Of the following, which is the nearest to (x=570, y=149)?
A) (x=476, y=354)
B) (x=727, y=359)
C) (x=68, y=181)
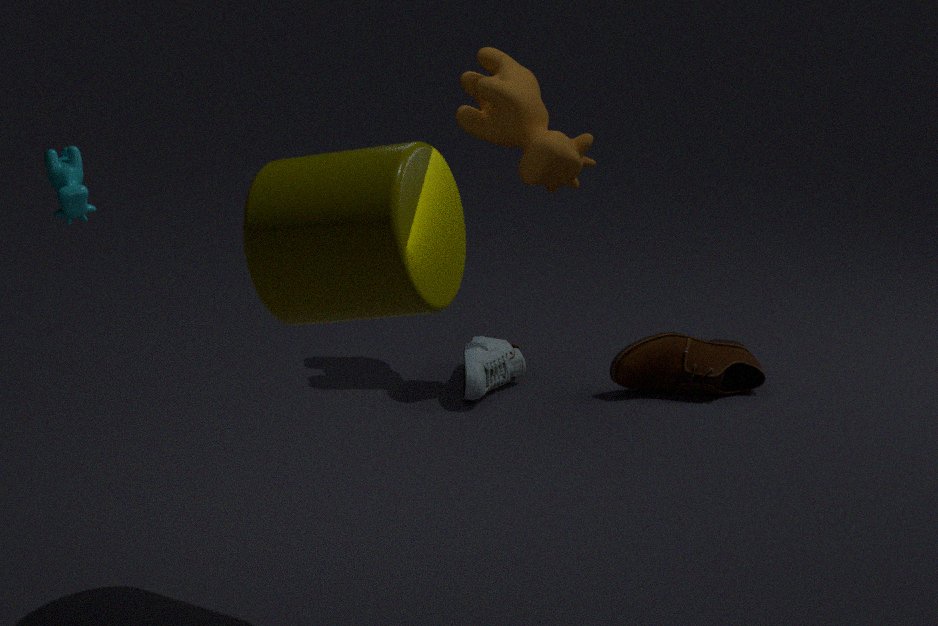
(x=476, y=354)
